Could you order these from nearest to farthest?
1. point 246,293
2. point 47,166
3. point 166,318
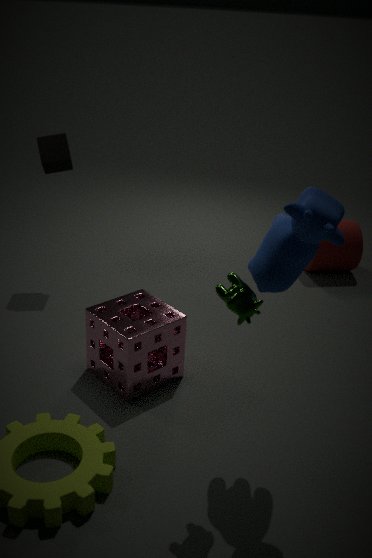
point 246,293 → point 166,318 → point 47,166
